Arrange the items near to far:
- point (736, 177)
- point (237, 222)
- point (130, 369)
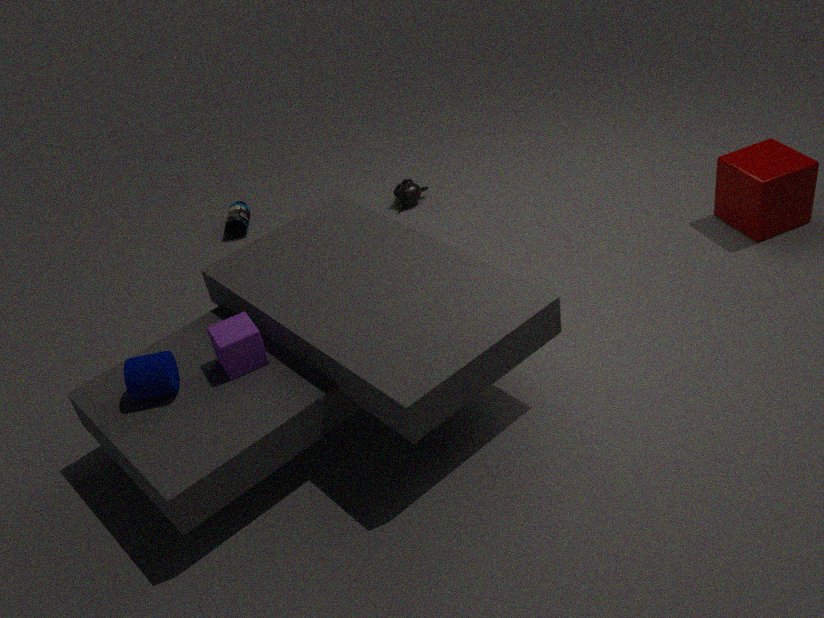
1. point (130, 369)
2. point (736, 177)
3. point (237, 222)
